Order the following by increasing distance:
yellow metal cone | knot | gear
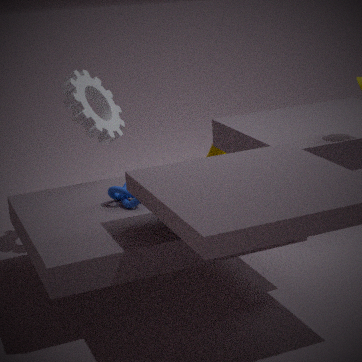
knot
gear
yellow metal cone
